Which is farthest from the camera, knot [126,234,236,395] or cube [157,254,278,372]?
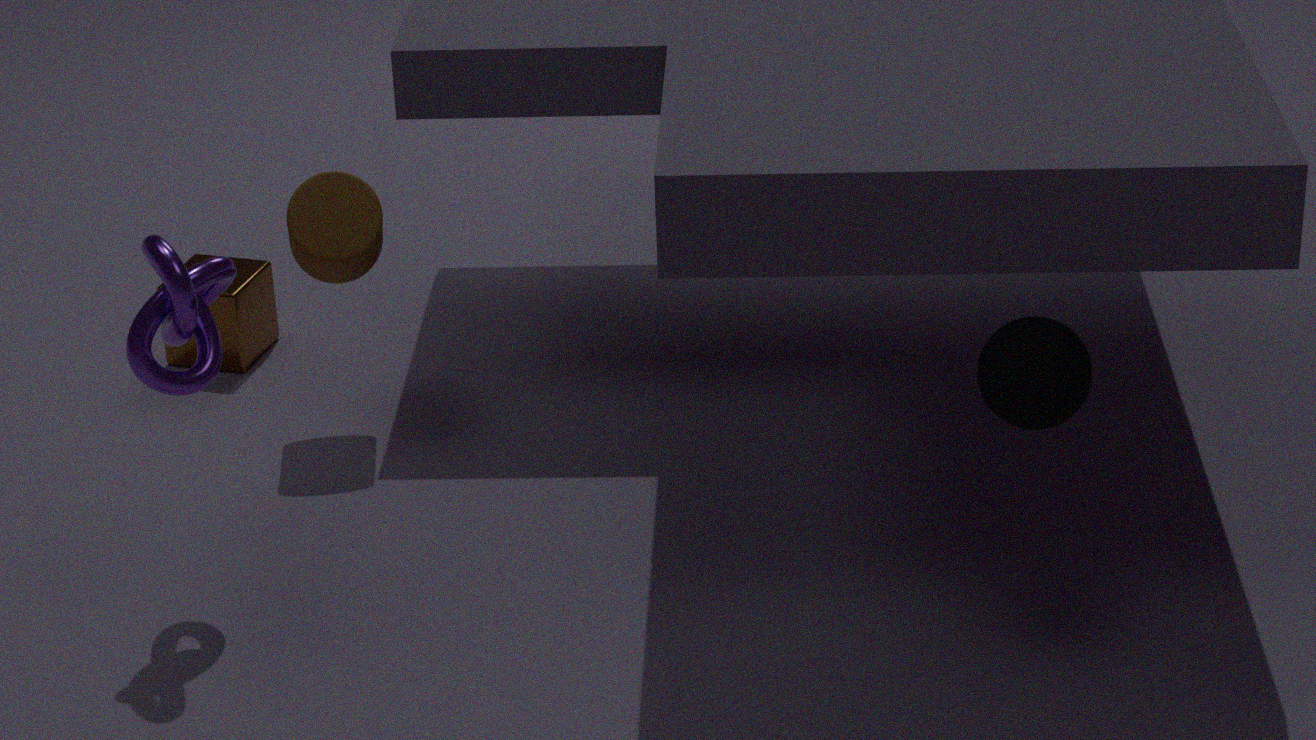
cube [157,254,278,372]
